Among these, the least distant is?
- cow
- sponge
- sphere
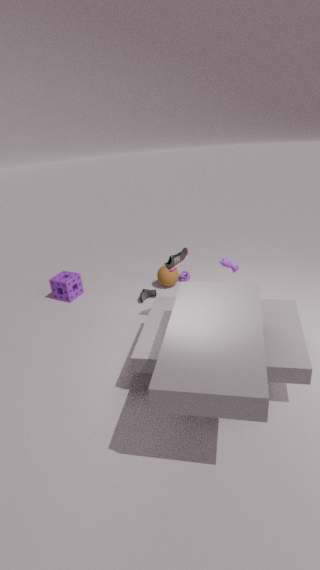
cow
